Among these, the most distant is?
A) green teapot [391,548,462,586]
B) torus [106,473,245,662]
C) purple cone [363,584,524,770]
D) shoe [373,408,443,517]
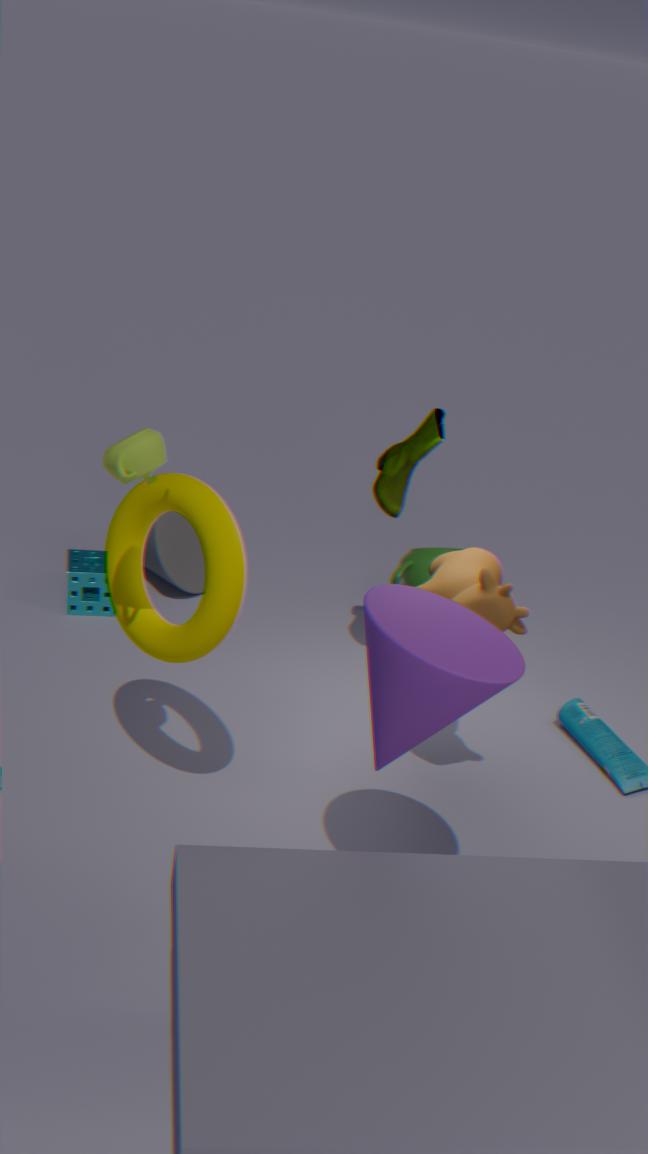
green teapot [391,548,462,586]
